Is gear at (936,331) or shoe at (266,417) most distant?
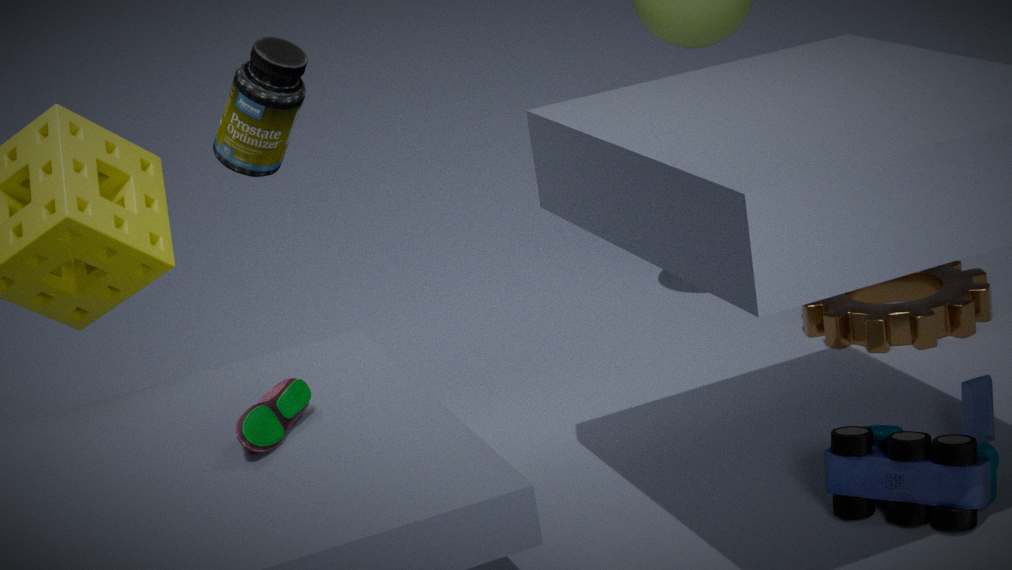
gear at (936,331)
